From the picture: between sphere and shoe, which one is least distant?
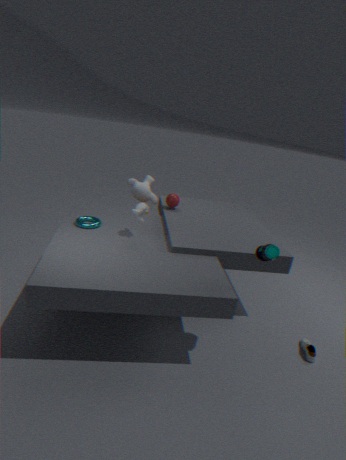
shoe
